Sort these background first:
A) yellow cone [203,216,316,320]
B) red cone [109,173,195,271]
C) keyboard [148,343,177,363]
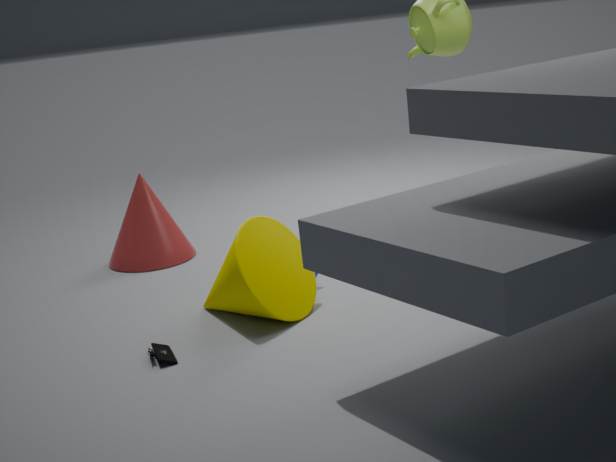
B. red cone [109,173,195,271] < A. yellow cone [203,216,316,320] < C. keyboard [148,343,177,363]
